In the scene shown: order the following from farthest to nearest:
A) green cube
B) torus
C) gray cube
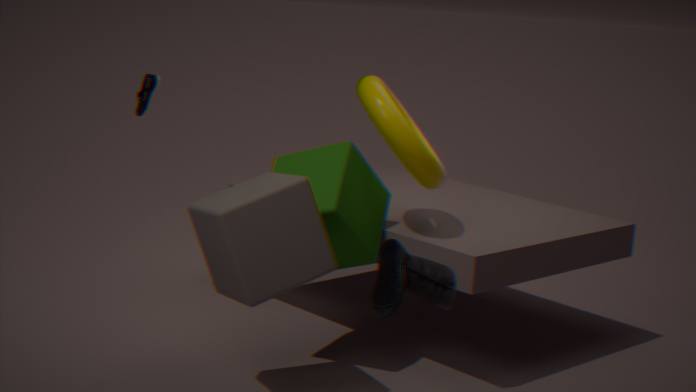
torus → green cube → gray cube
